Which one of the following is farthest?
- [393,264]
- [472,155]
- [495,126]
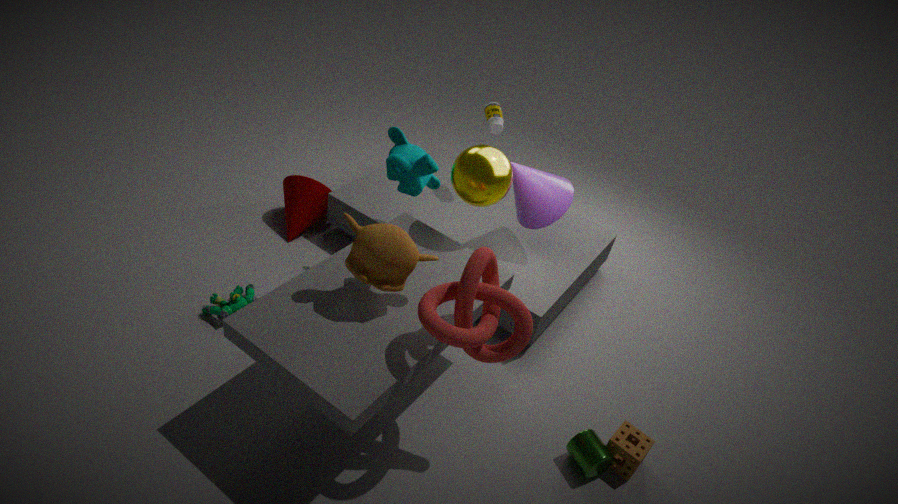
[495,126]
